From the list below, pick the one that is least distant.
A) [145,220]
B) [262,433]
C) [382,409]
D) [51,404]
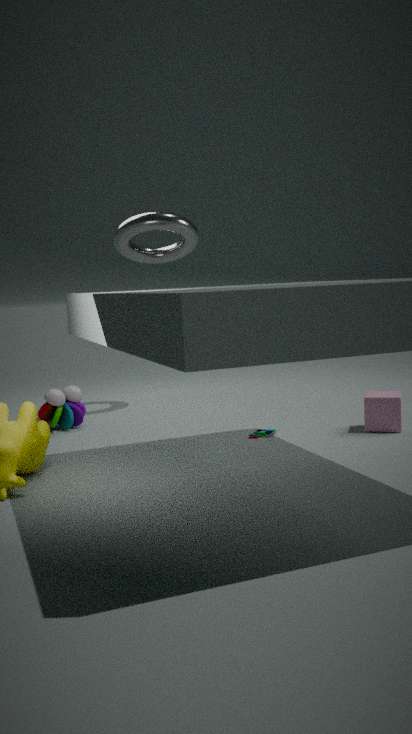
[382,409]
